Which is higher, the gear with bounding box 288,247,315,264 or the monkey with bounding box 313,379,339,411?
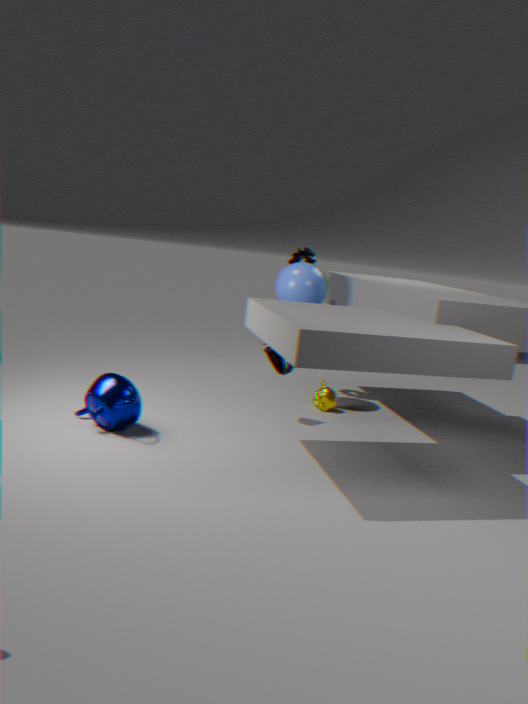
the gear with bounding box 288,247,315,264
